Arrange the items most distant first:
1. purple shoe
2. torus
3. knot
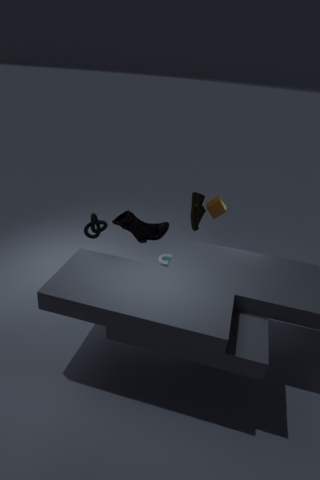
1. torus
2. purple shoe
3. knot
